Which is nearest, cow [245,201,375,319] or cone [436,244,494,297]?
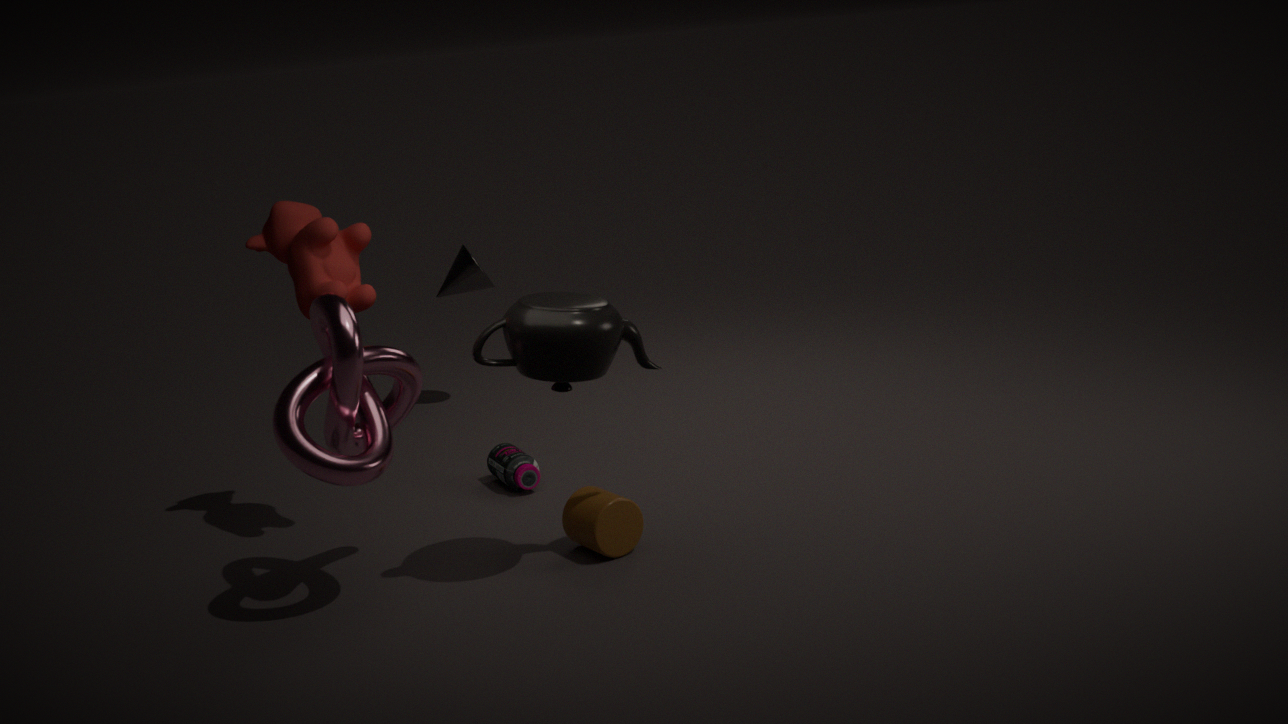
cow [245,201,375,319]
